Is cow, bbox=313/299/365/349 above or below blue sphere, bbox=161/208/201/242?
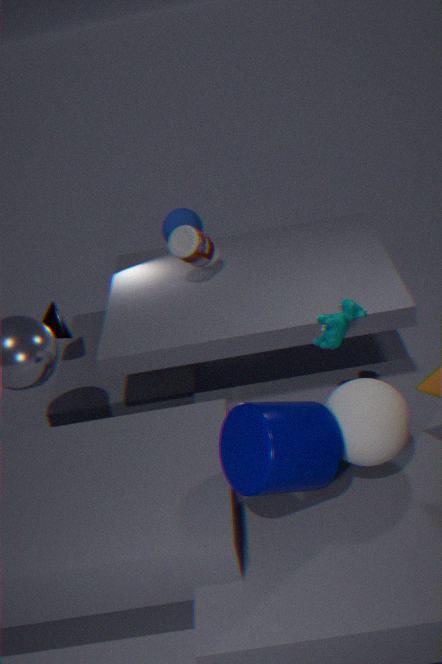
above
